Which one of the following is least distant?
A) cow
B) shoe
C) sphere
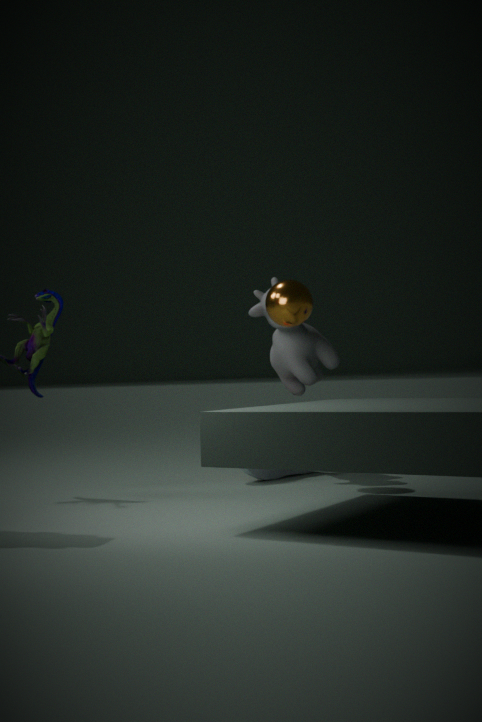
sphere
